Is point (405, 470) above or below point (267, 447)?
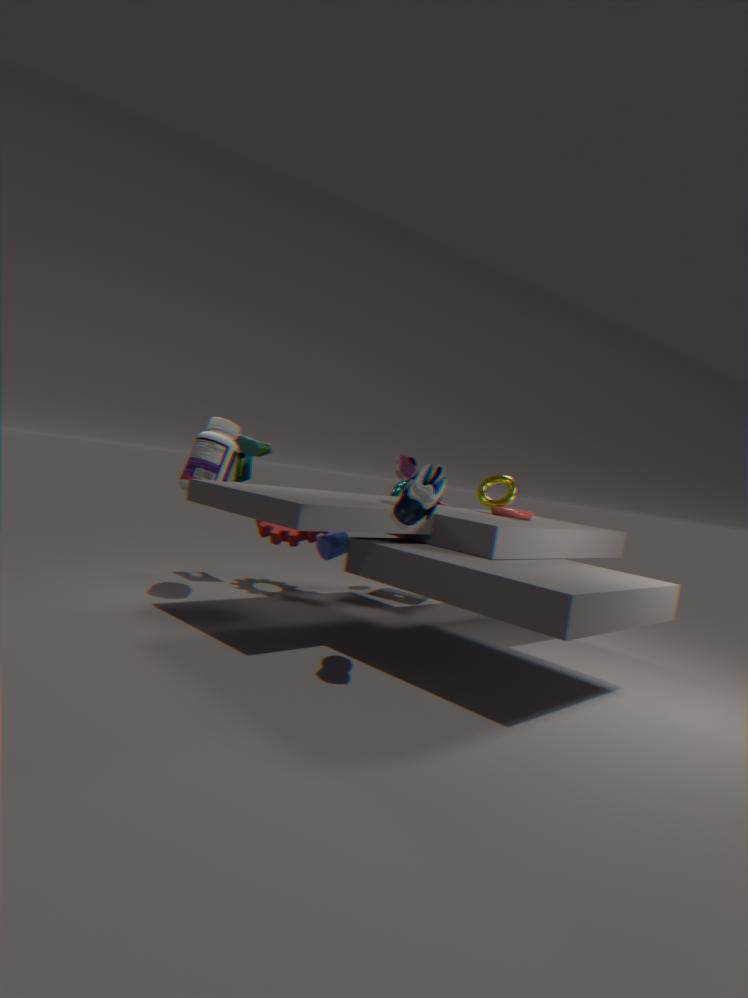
above
